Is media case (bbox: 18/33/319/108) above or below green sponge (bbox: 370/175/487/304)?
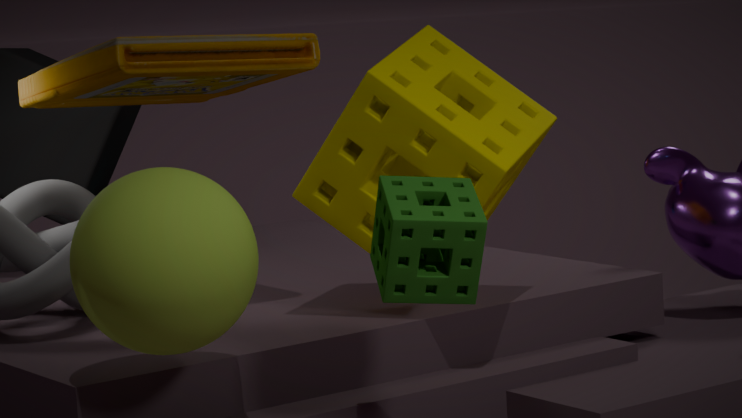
above
